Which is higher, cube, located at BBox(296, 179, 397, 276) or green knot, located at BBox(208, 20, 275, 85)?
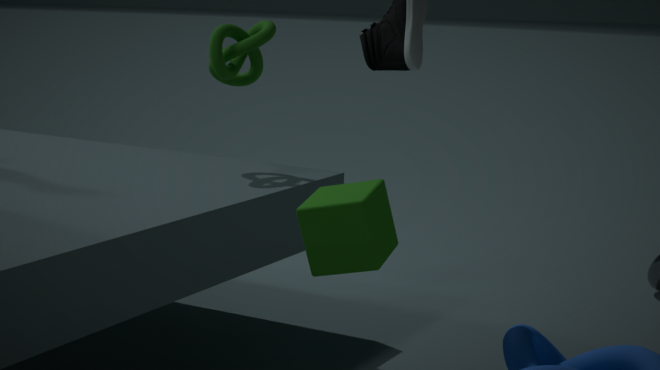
green knot, located at BBox(208, 20, 275, 85)
